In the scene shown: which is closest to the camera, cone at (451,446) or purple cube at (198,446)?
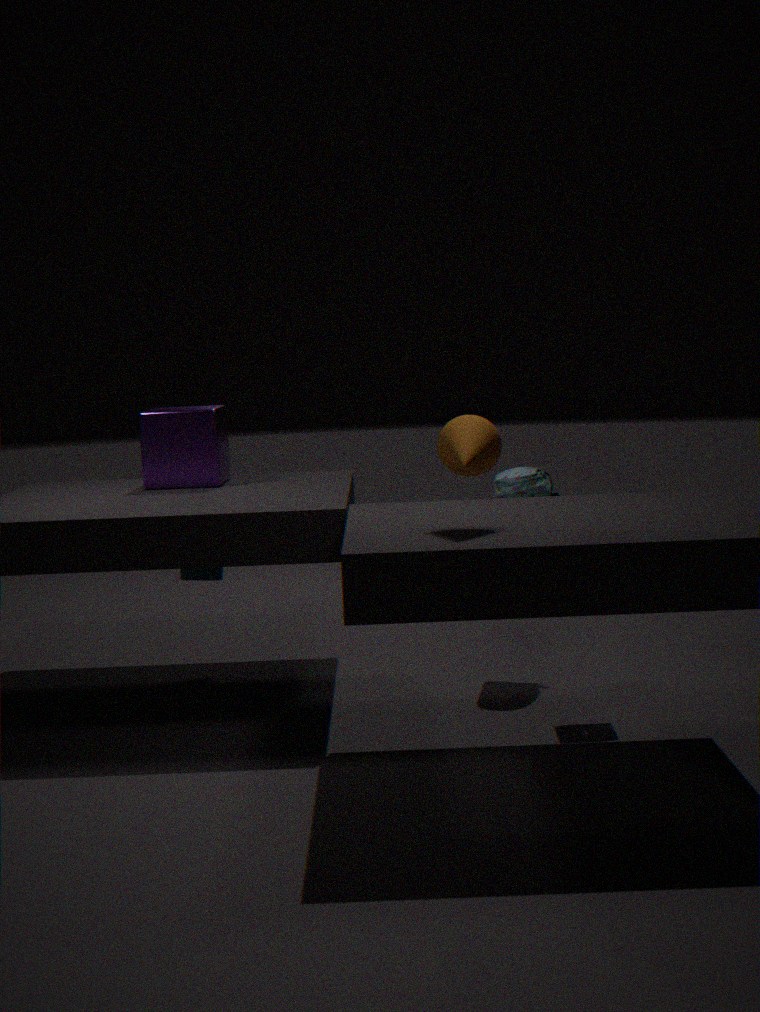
cone at (451,446)
